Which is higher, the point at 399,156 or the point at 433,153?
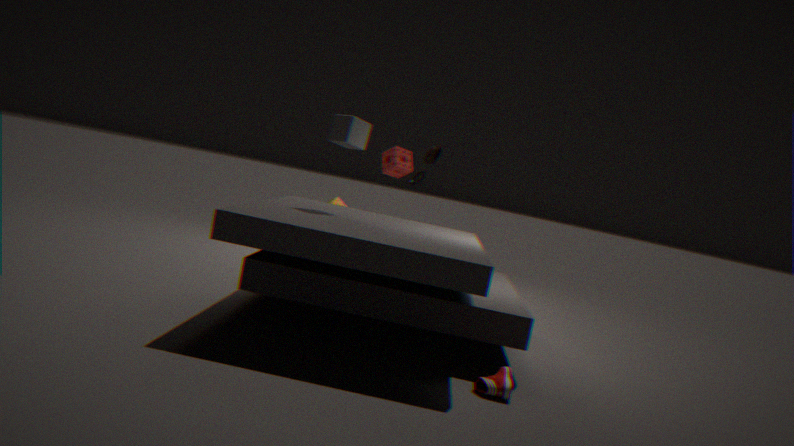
the point at 433,153
